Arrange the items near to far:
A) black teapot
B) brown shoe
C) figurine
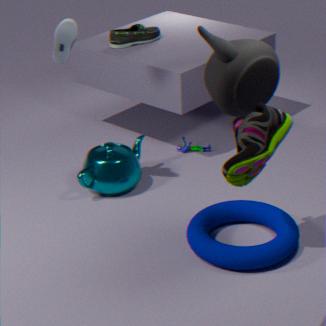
brown shoe
black teapot
figurine
